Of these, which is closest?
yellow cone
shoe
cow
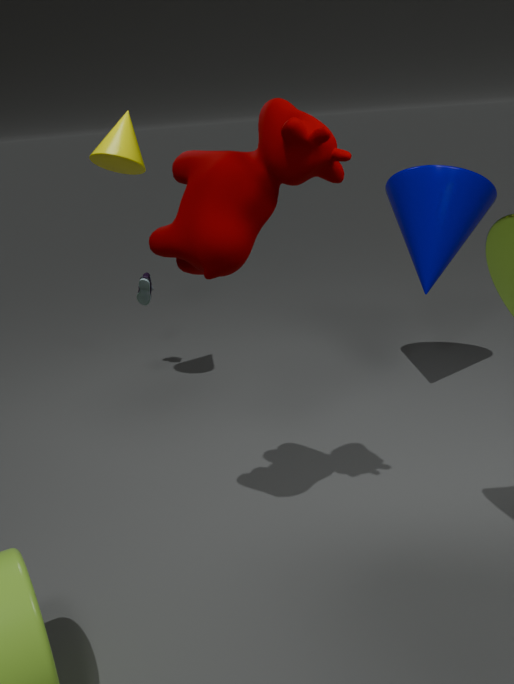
cow
